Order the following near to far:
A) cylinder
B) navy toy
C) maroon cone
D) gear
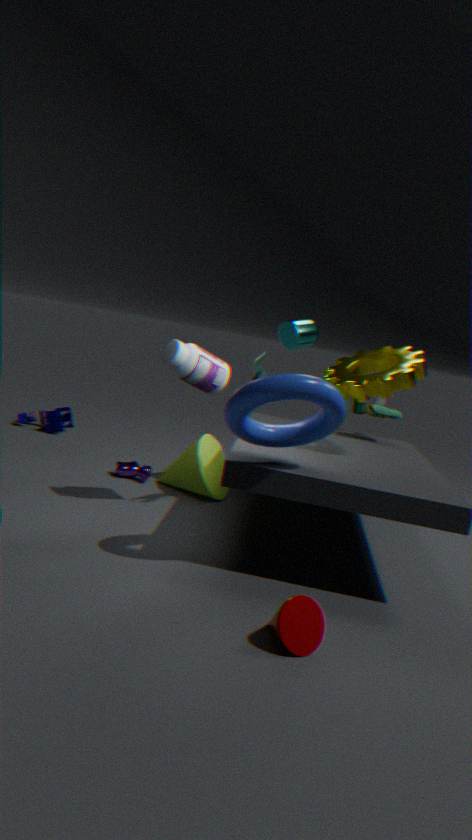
maroon cone, gear, cylinder, navy toy
